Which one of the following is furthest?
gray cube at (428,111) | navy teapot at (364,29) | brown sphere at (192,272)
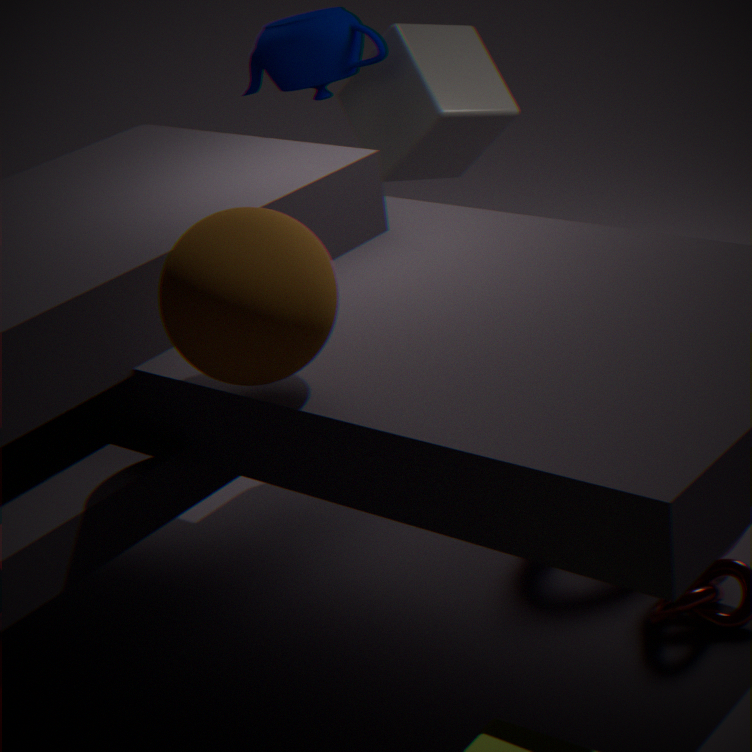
gray cube at (428,111)
